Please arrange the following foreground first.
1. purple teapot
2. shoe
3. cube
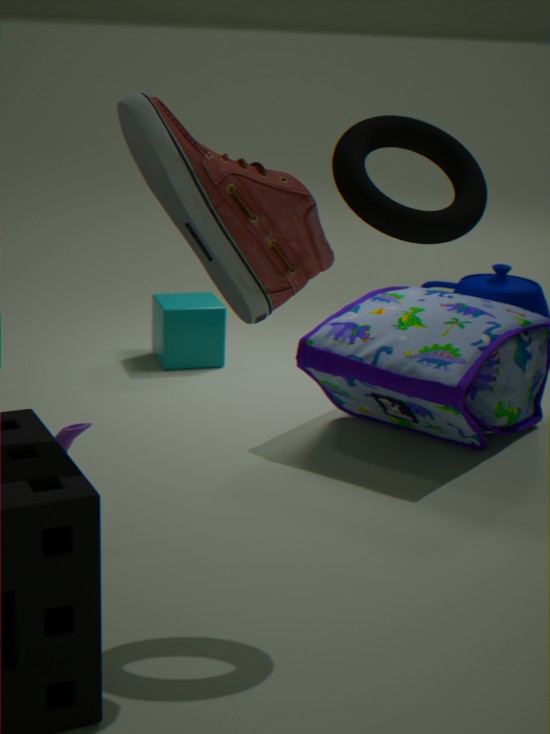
shoe < purple teapot < cube
